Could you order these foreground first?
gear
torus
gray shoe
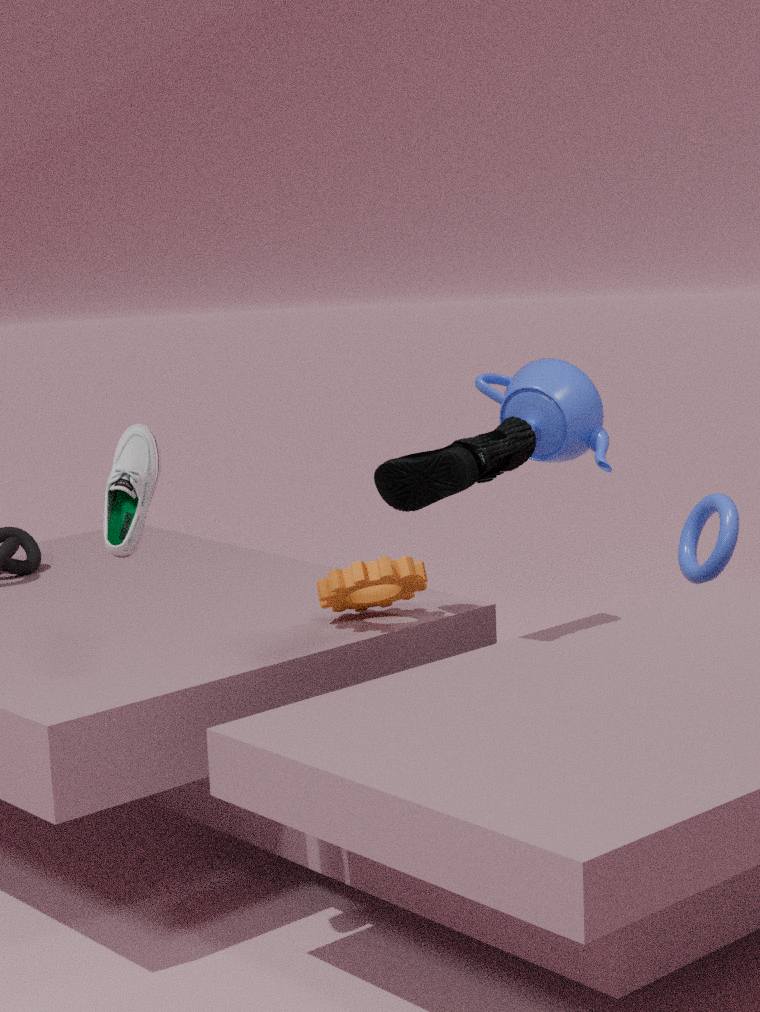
gray shoe → gear → torus
